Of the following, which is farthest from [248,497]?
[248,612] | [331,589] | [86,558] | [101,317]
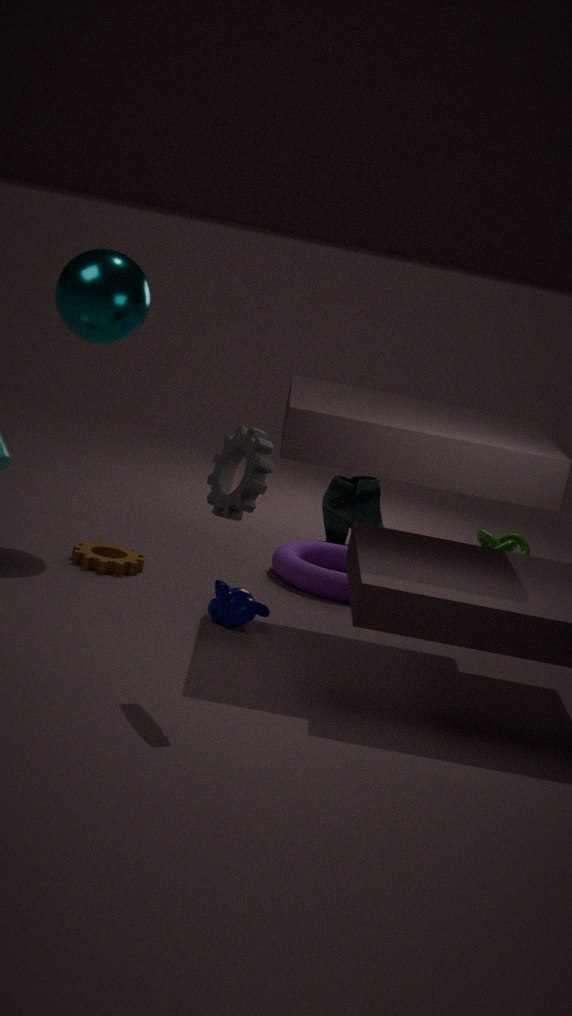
[331,589]
